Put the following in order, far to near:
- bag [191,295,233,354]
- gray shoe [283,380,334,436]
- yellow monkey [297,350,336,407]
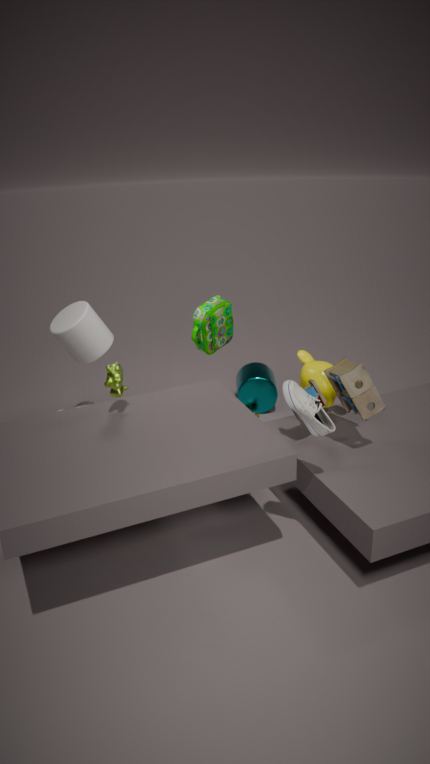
bag [191,295,233,354] → yellow monkey [297,350,336,407] → gray shoe [283,380,334,436]
